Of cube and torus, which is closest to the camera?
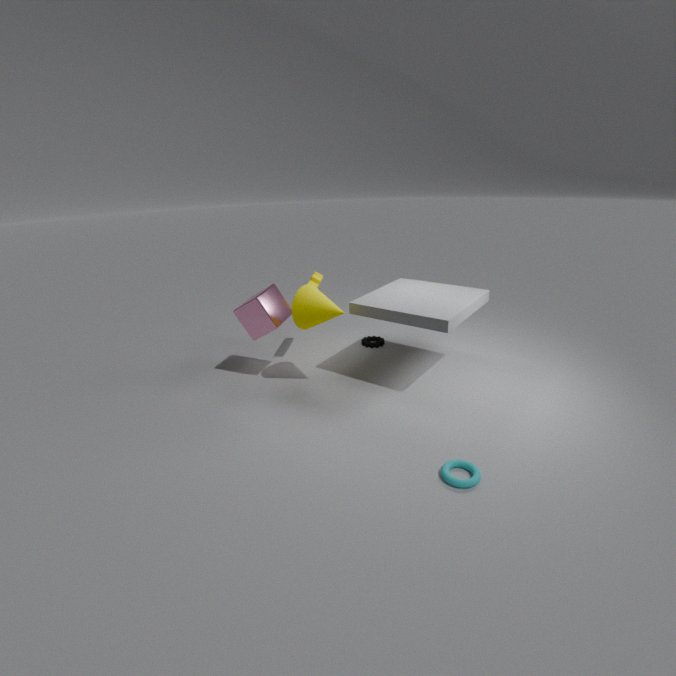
torus
